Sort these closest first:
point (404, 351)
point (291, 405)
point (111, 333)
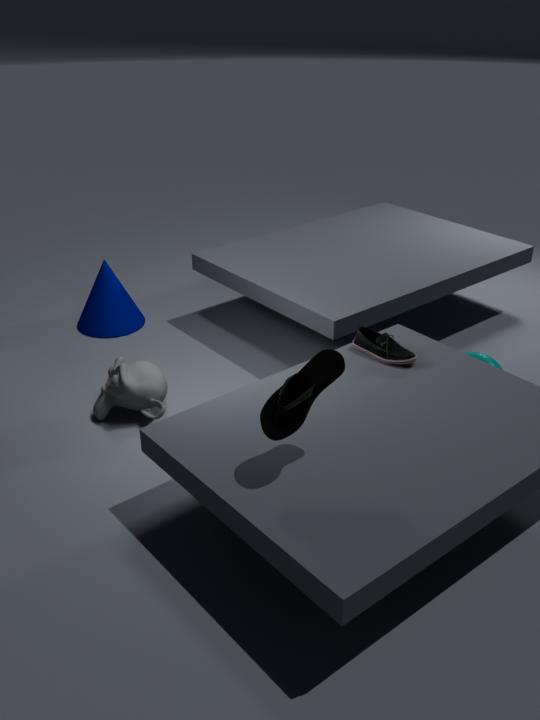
1. point (291, 405)
2. point (404, 351)
3. point (111, 333)
